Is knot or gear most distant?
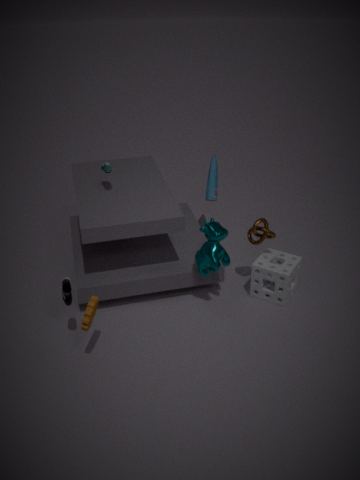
knot
